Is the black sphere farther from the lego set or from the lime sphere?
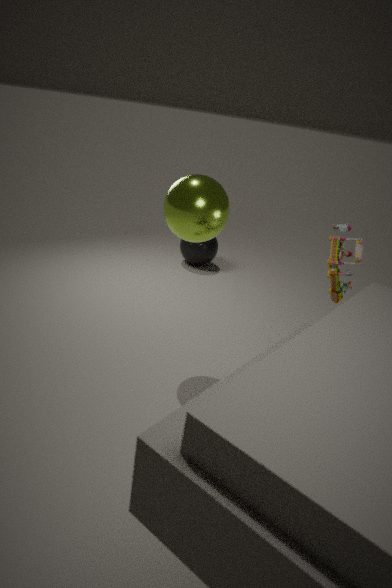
the lego set
